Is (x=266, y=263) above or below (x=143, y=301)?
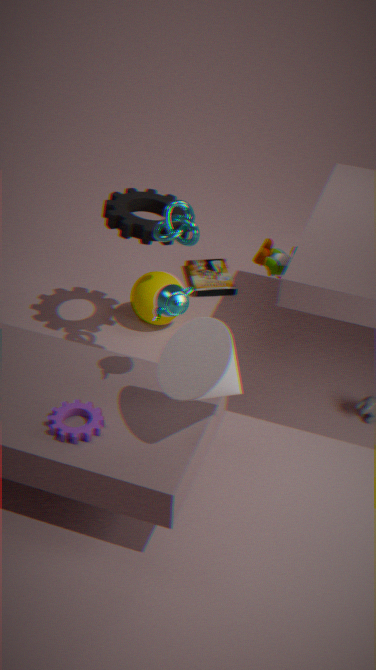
above
